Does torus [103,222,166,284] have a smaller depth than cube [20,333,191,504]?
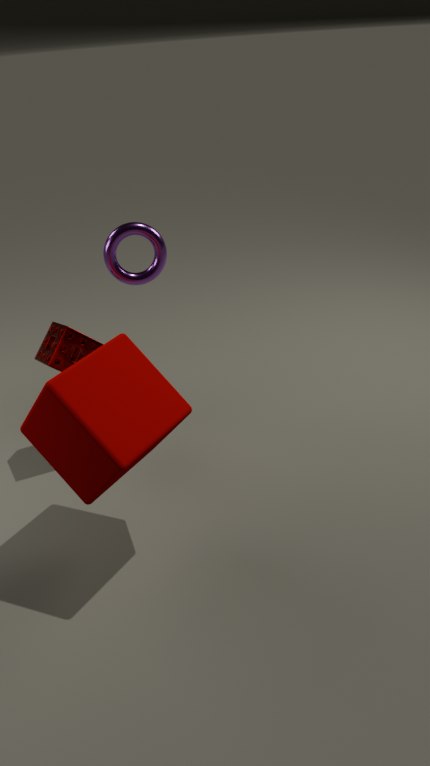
No
